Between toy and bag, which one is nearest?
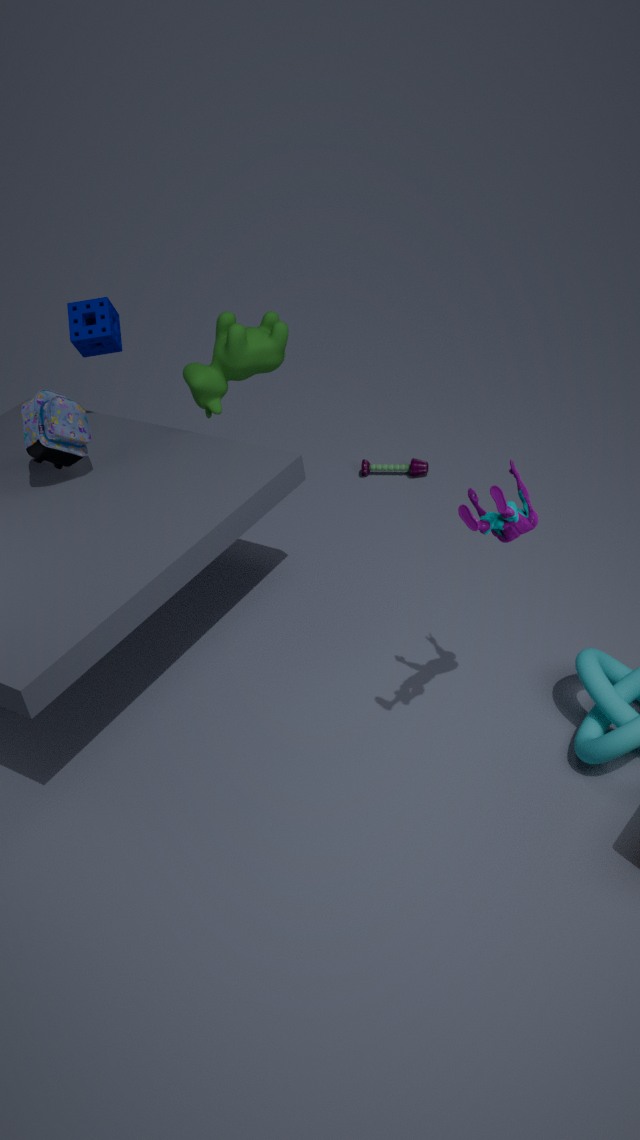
bag
